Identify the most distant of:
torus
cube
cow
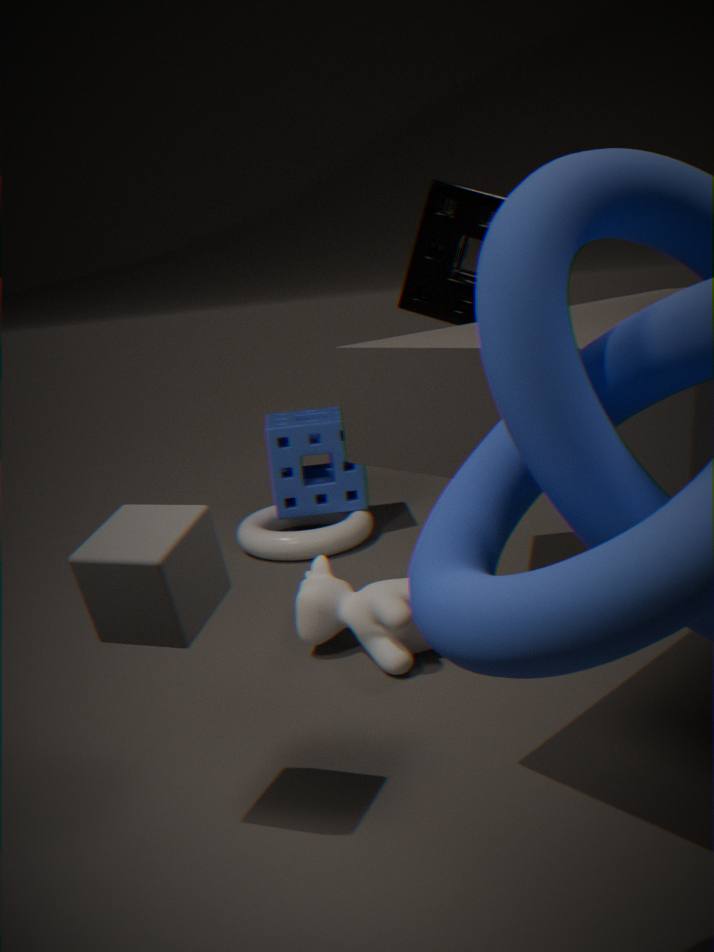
torus
